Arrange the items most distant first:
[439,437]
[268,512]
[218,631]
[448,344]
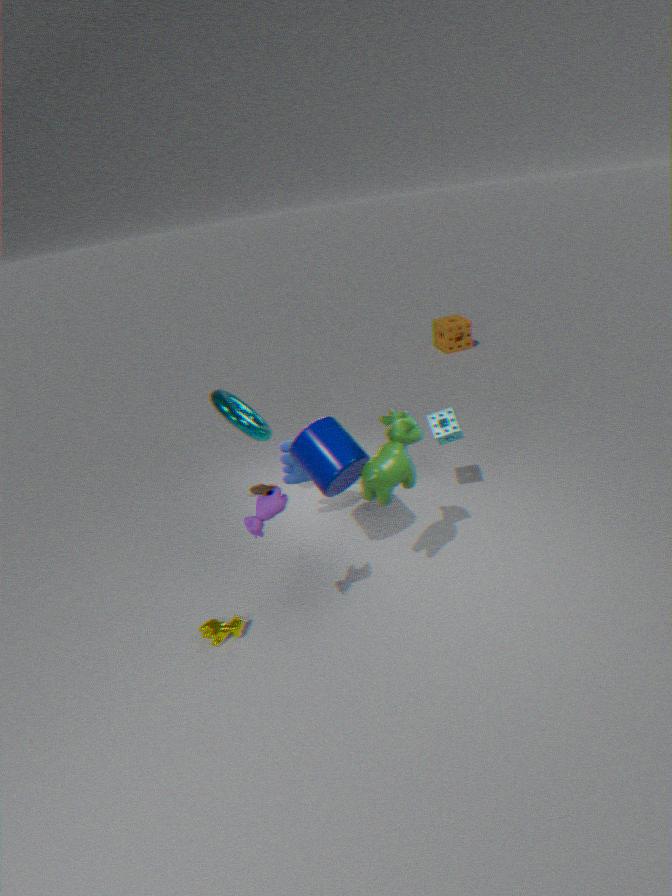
[448,344]
[439,437]
[218,631]
[268,512]
